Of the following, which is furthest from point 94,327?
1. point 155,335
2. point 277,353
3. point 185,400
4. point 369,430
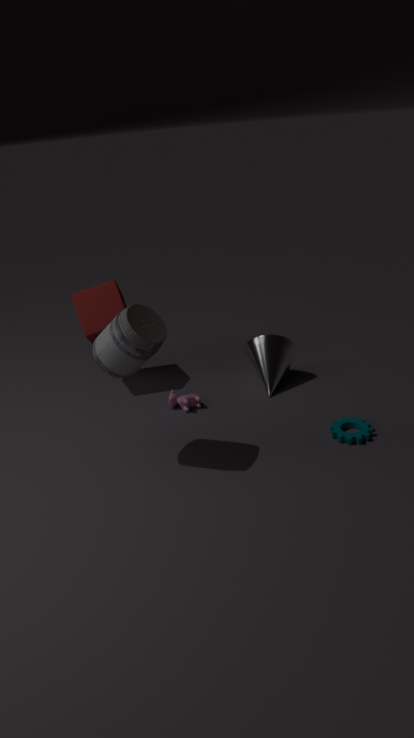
point 369,430
